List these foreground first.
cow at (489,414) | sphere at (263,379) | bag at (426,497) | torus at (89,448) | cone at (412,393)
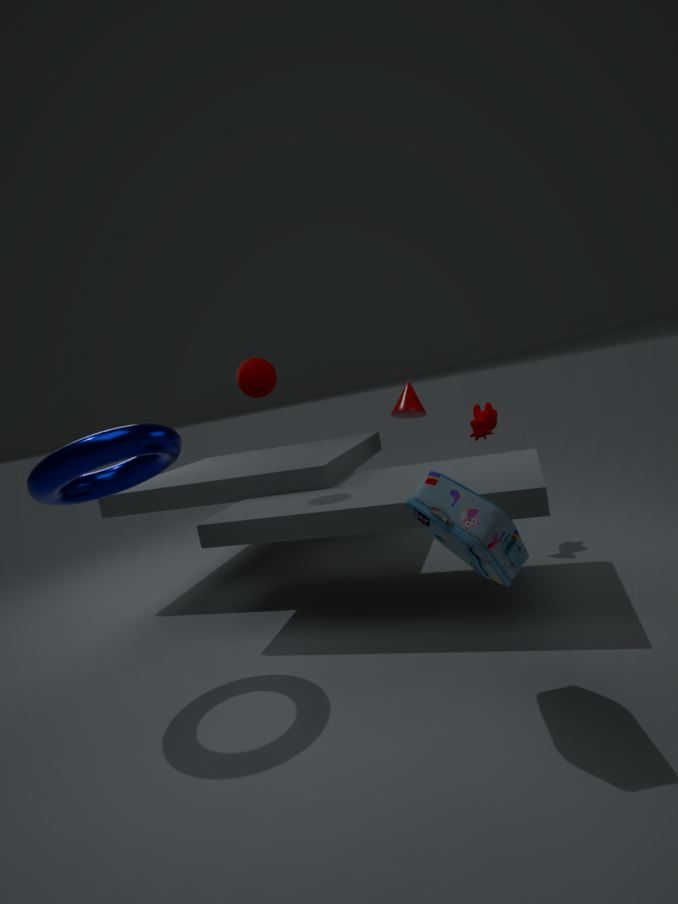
1. bag at (426,497)
2. torus at (89,448)
3. sphere at (263,379)
4. cow at (489,414)
5. cone at (412,393)
